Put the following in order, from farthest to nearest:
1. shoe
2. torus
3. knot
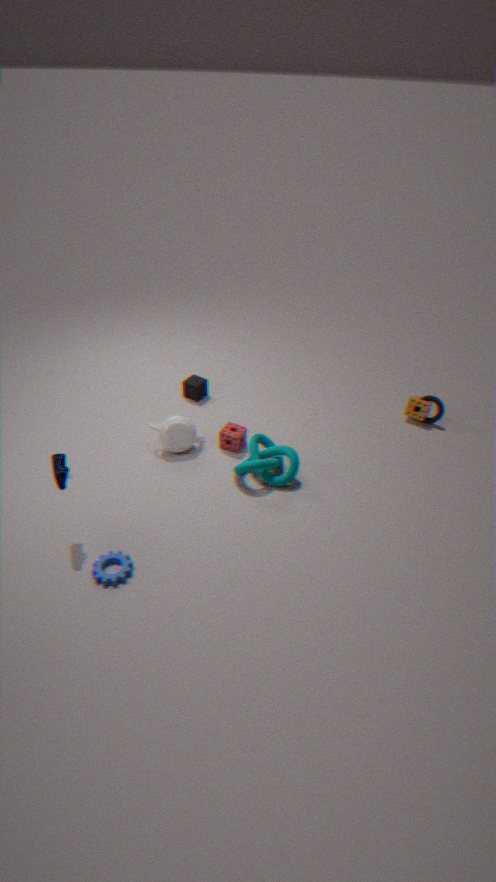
torus < knot < shoe
